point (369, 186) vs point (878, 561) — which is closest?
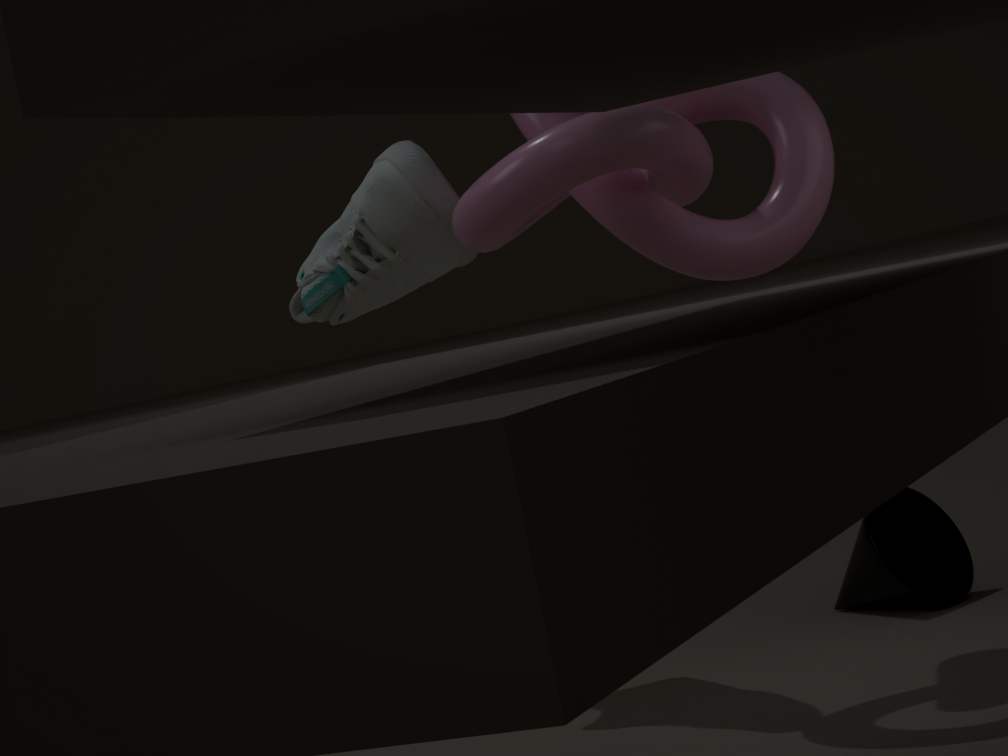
→ point (369, 186)
